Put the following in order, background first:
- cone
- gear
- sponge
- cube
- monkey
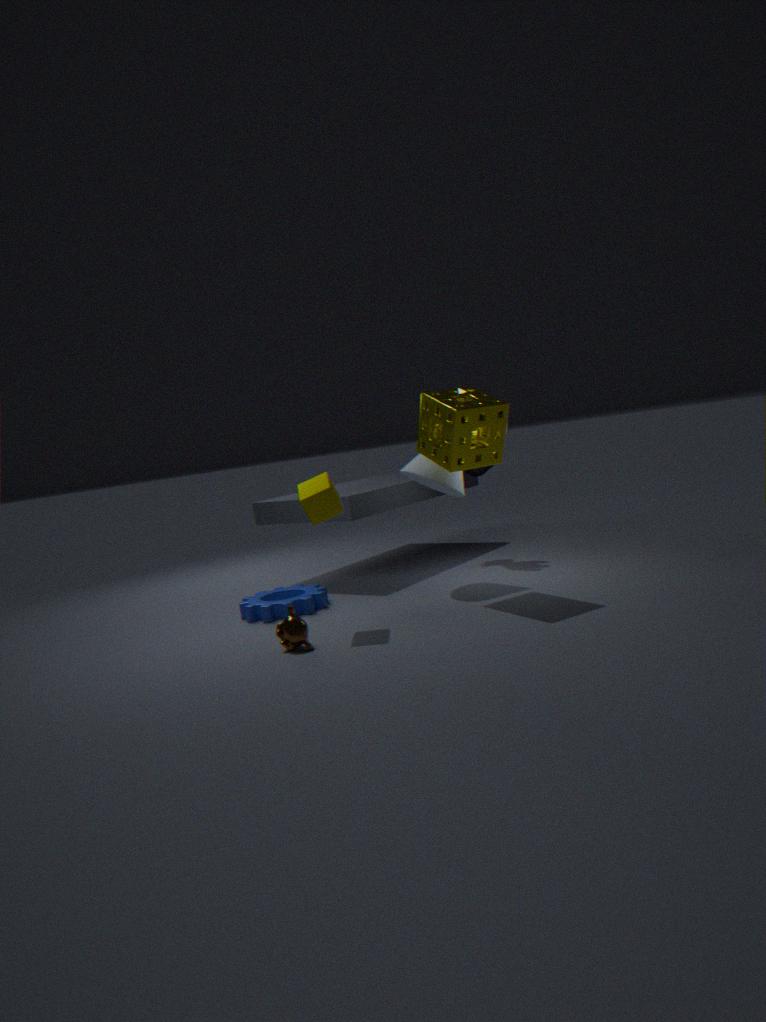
cone < gear < sponge < cube < monkey
